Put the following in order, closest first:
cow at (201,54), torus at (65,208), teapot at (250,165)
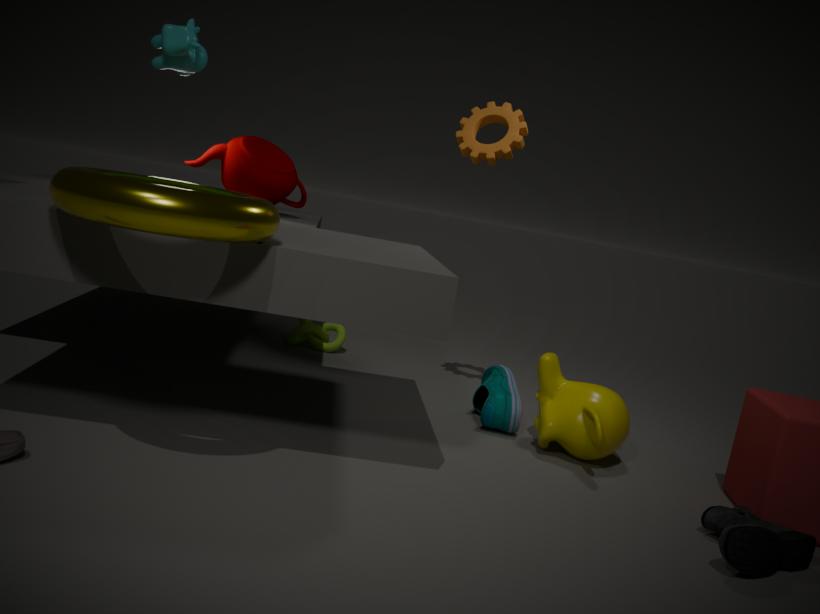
1. torus at (65,208)
2. cow at (201,54)
3. teapot at (250,165)
